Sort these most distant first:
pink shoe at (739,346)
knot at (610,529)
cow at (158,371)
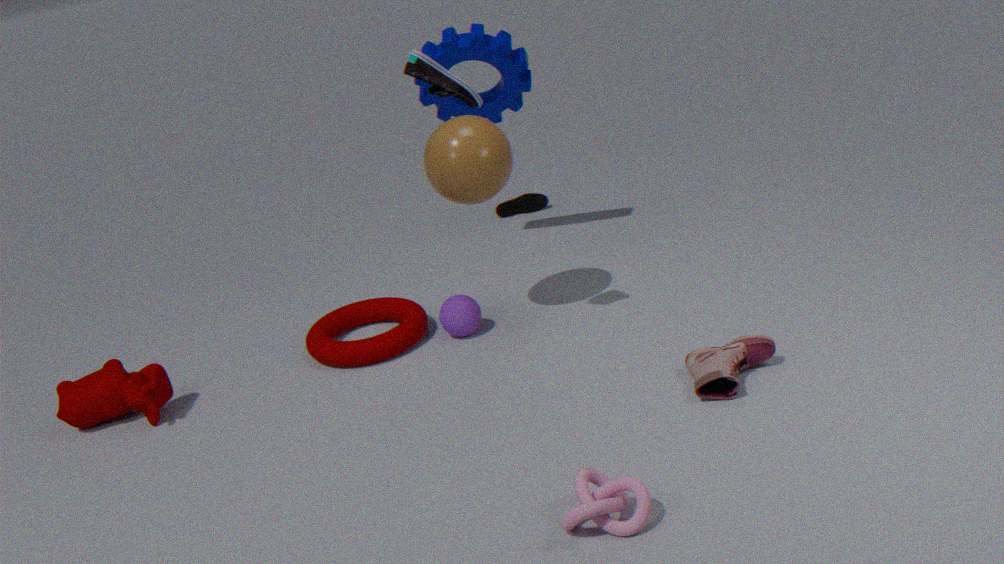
cow at (158,371), pink shoe at (739,346), knot at (610,529)
